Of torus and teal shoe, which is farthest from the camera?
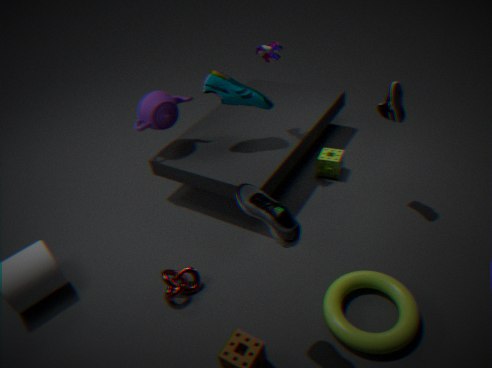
teal shoe
